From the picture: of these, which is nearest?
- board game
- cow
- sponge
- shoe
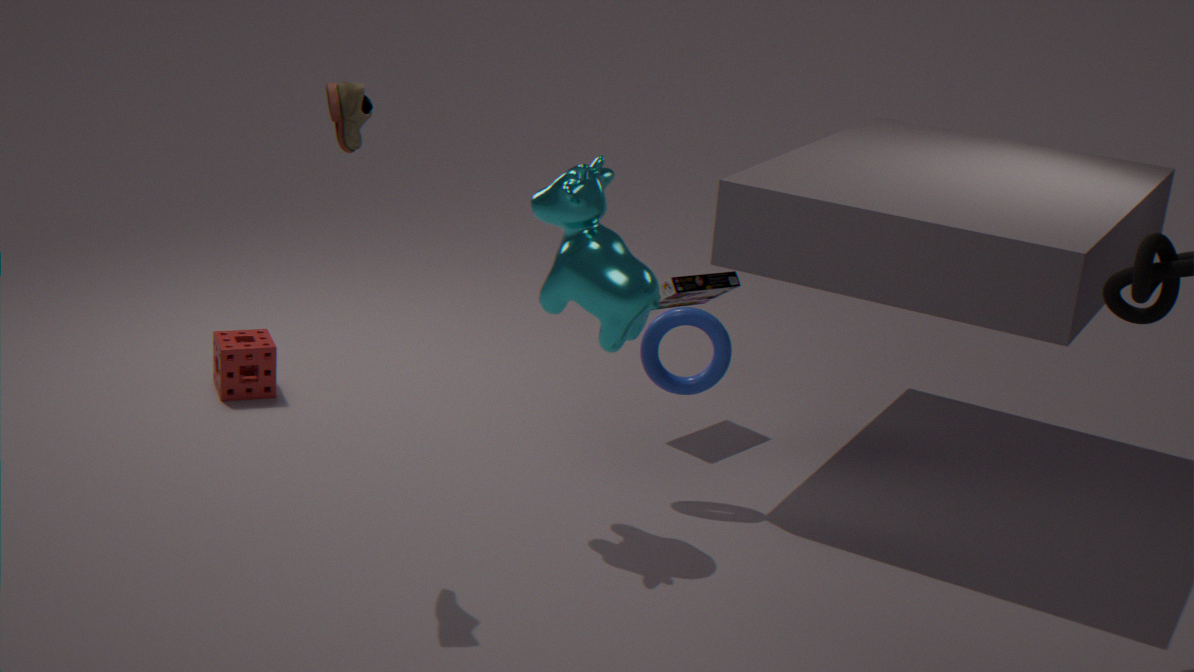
shoe
